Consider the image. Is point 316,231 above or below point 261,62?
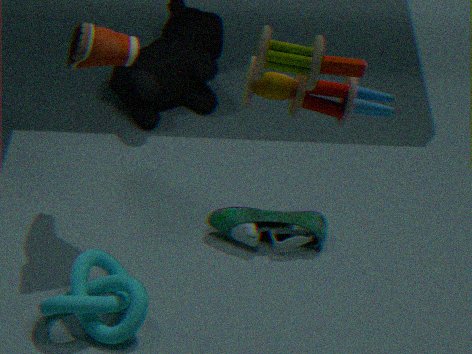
below
